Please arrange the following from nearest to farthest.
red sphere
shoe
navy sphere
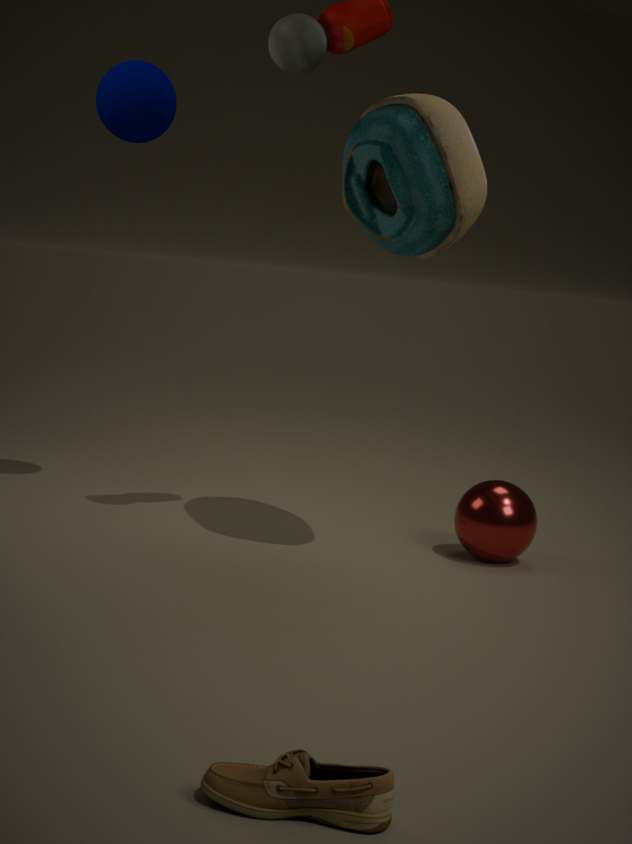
1. shoe
2. red sphere
3. navy sphere
